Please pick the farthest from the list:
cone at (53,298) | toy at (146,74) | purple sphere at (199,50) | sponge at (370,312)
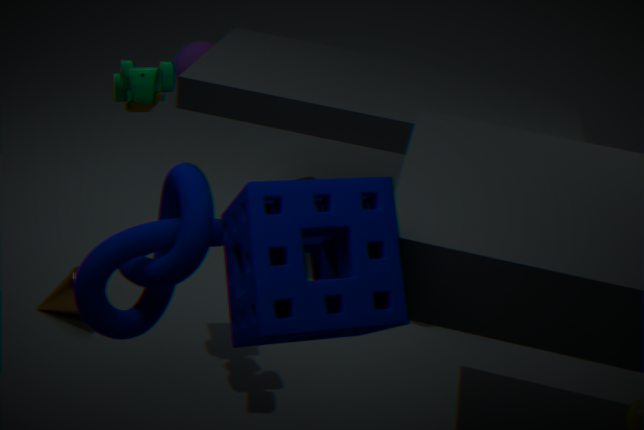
purple sphere at (199,50)
